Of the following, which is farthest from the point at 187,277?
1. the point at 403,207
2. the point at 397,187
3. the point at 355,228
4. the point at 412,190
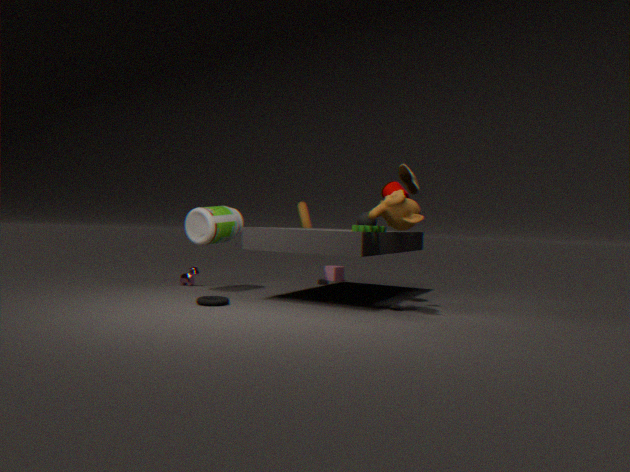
the point at 412,190
